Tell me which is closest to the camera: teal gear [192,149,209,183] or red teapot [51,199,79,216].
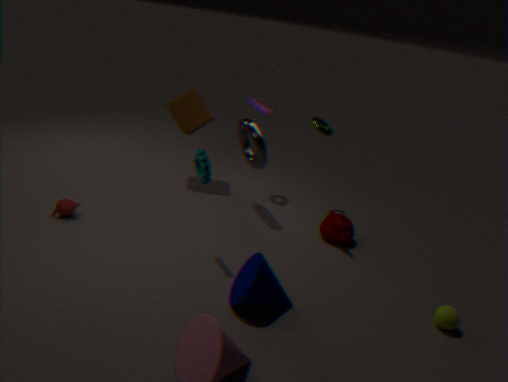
teal gear [192,149,209,183]
